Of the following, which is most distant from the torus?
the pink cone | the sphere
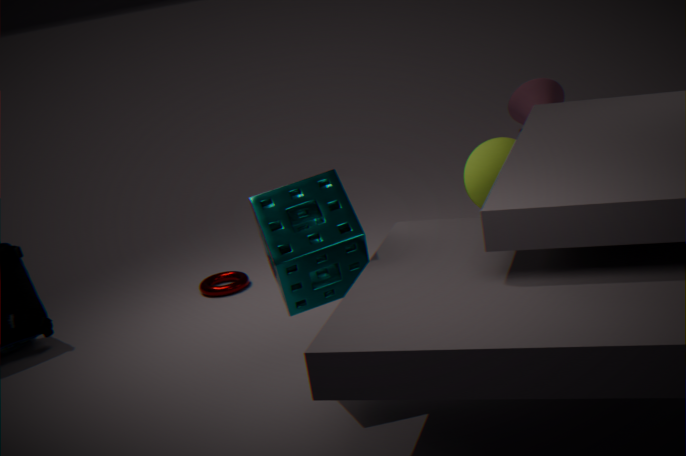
the pink cone
